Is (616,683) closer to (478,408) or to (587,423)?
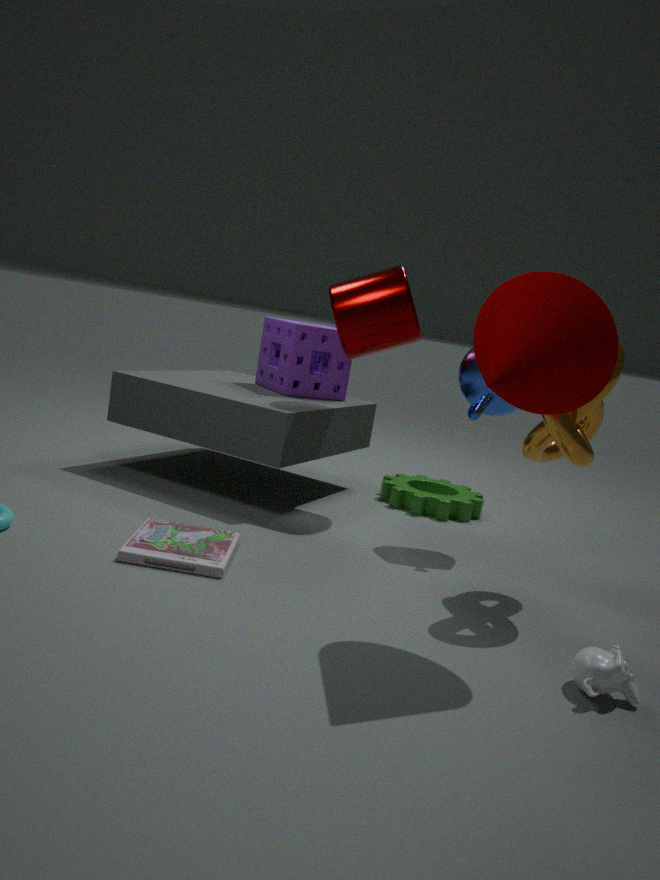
(587,423)
